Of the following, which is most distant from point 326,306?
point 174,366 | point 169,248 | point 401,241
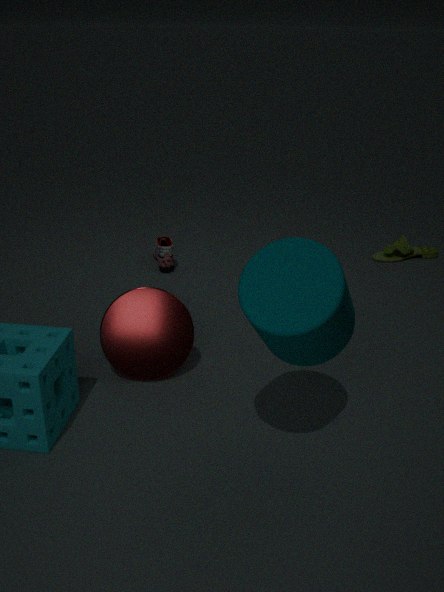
point 401,241
